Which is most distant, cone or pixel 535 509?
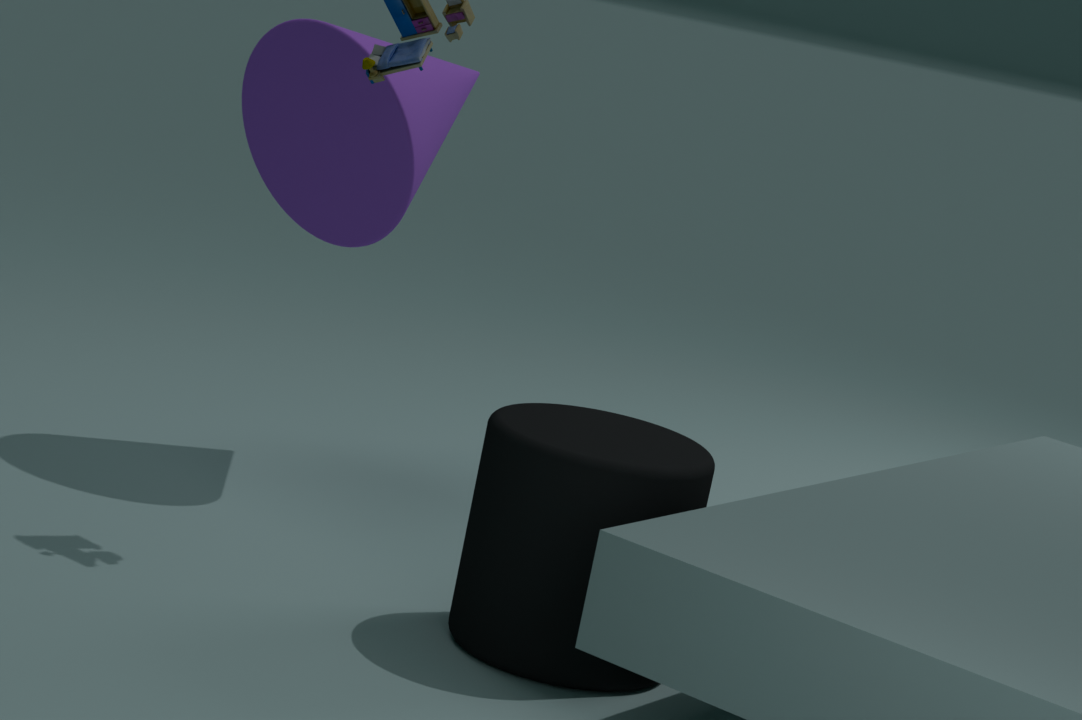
pixel 535 509
